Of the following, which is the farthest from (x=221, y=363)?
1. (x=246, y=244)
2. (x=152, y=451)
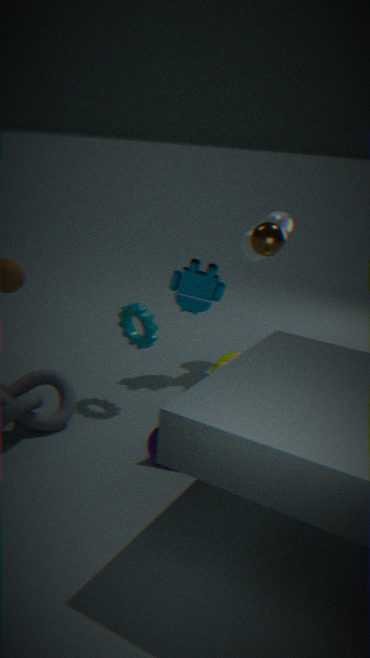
(x=246, y=244)
